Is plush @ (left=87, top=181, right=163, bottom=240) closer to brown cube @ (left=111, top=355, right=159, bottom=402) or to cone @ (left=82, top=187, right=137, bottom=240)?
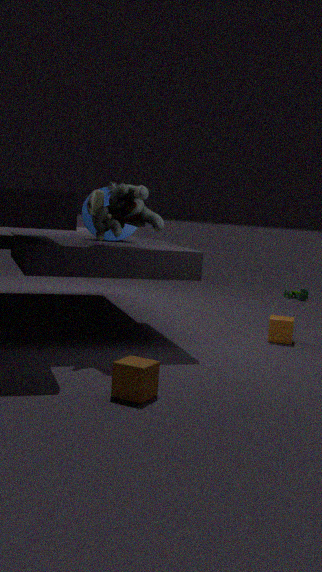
cone @ (left=82, top=187, right=137, bottom=240)
